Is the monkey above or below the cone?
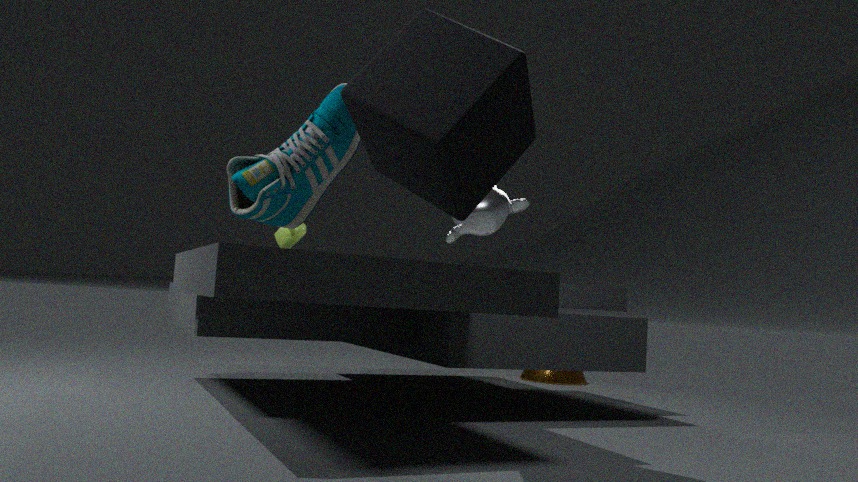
above
